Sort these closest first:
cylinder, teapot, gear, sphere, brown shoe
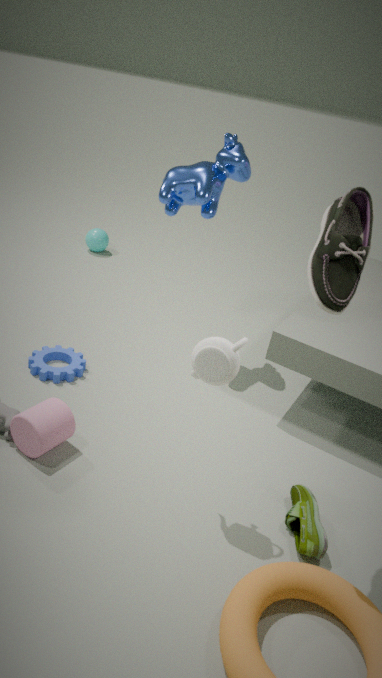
brown shoe
teapot
cylinder
gear
sphere
